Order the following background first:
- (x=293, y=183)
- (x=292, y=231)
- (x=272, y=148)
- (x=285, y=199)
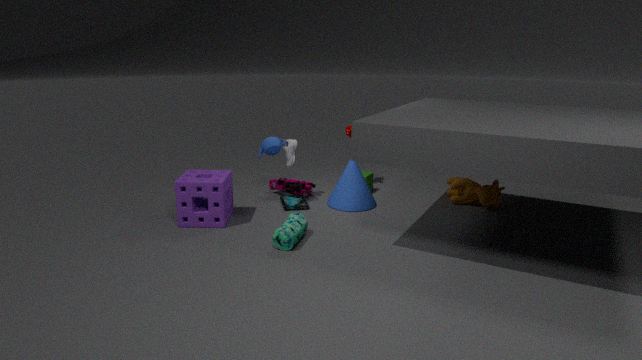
(x=293, y=183) < (x=285, y=199) < (x=272, y=148) < (x=292, y=231)
